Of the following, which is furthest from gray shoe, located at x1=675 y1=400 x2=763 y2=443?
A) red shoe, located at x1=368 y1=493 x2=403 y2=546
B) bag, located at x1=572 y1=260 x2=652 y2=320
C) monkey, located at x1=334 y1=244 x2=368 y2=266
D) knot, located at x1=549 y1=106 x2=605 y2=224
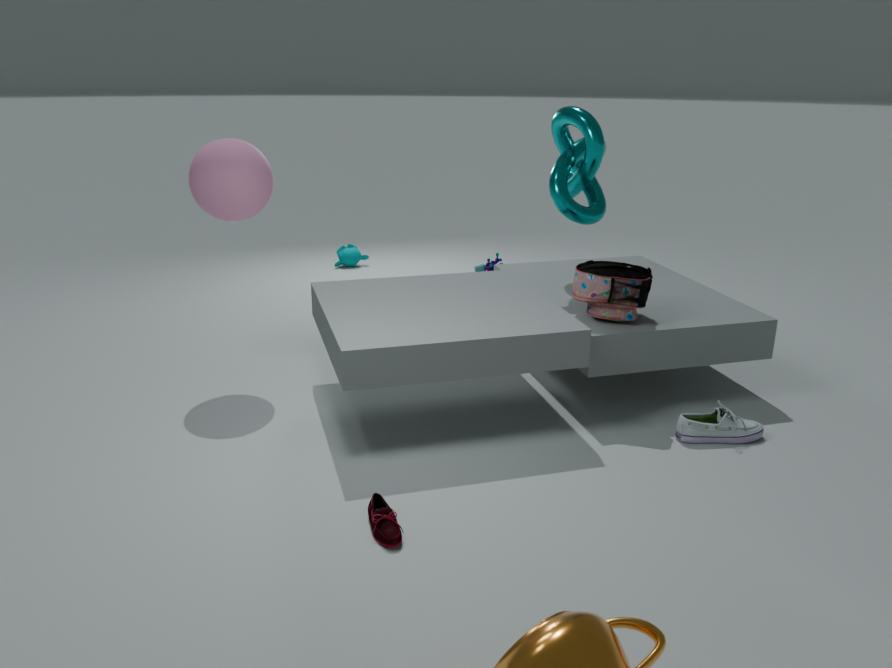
monkey, located at x1=334 y1=244 x2=368 y2=266
